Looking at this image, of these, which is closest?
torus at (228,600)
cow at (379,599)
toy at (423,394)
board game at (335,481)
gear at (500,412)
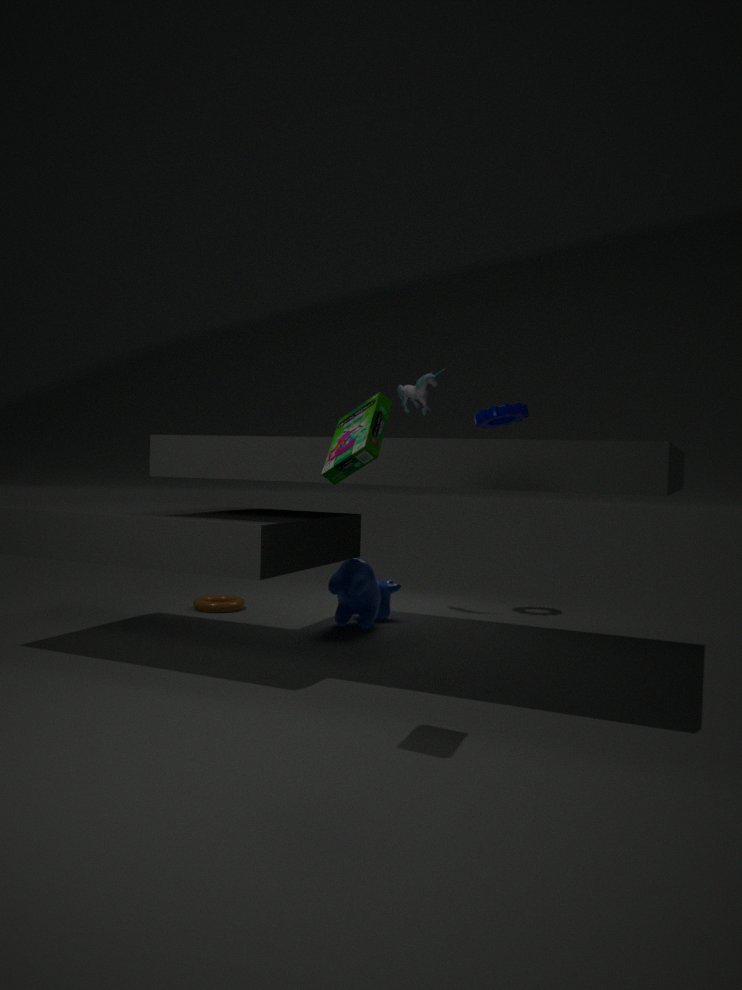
board game at (335,481)
